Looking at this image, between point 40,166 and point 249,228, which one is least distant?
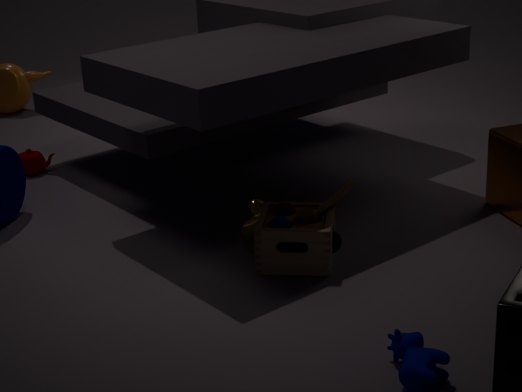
point 249,228
